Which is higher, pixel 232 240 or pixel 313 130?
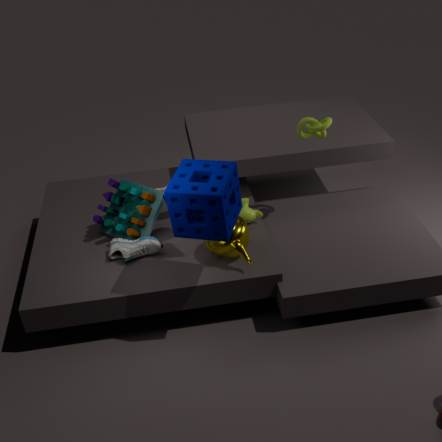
pixel 313 130
